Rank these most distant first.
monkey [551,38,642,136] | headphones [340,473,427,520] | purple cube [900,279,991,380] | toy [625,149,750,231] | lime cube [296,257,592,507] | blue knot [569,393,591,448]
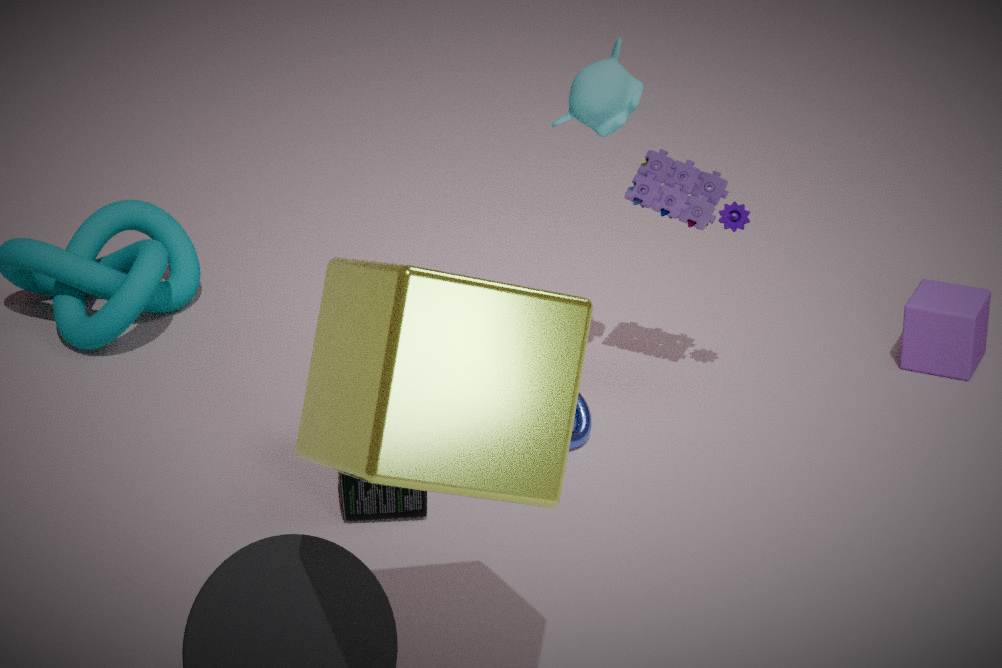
purple cube [900,279,991,380], toy [625,149,750,231], blue knot [569,393,591,448], monkey [551,38,642,136], headphones [340,473,427,520], lime cube [296,257,592,507]
